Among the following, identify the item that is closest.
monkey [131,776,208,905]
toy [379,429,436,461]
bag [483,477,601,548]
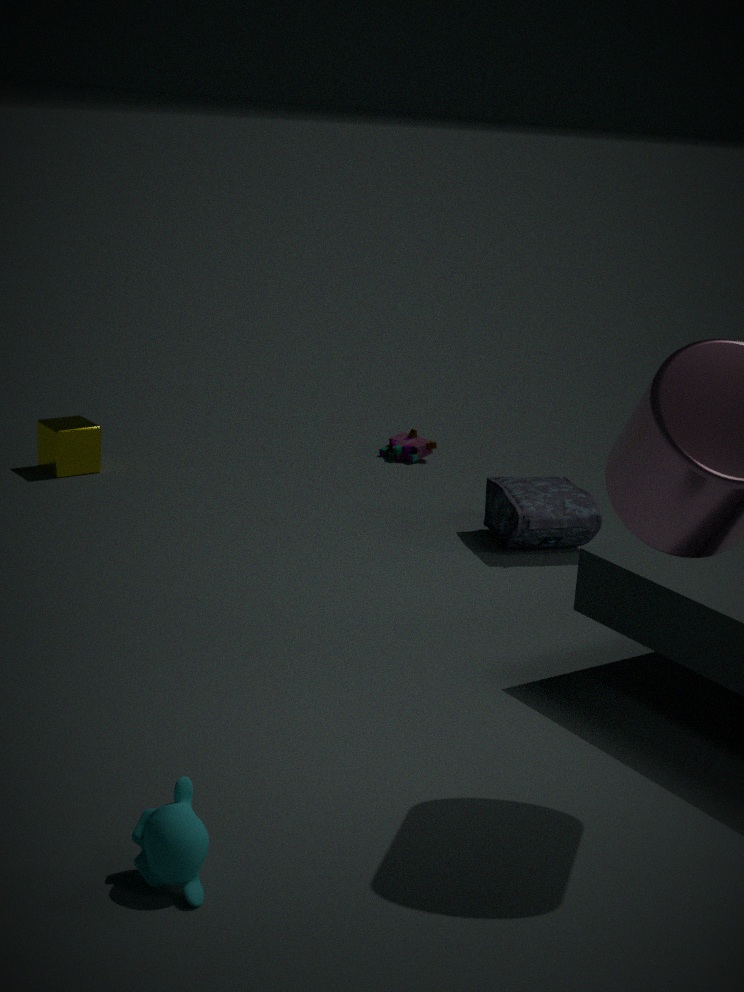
monkey [131,776,208,905]
